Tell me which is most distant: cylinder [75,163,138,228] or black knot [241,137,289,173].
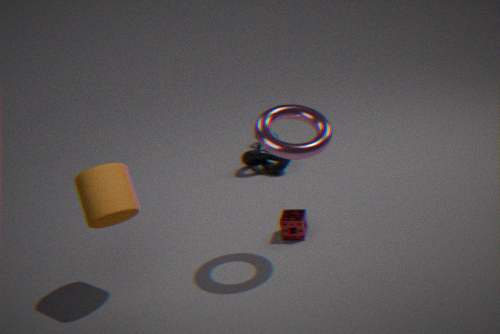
black knot [241,137,289,173]
